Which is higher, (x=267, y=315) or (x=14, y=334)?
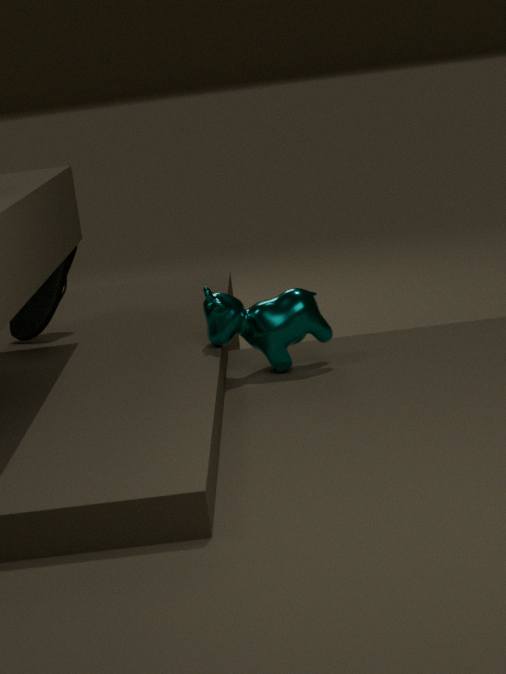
(x=14, y=334)
